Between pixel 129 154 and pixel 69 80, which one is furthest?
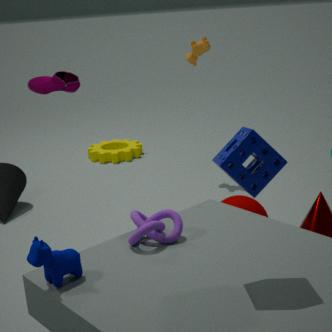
pixel 129 154
